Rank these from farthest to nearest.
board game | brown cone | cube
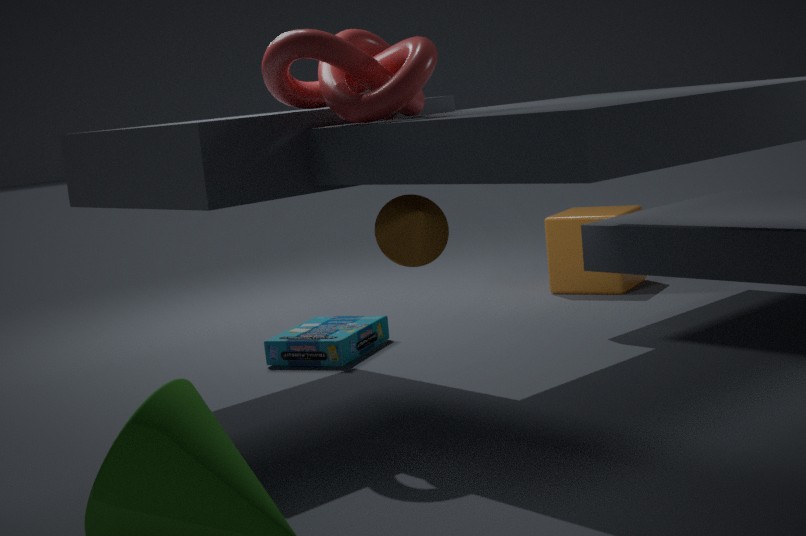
cube, board game, brown cone
